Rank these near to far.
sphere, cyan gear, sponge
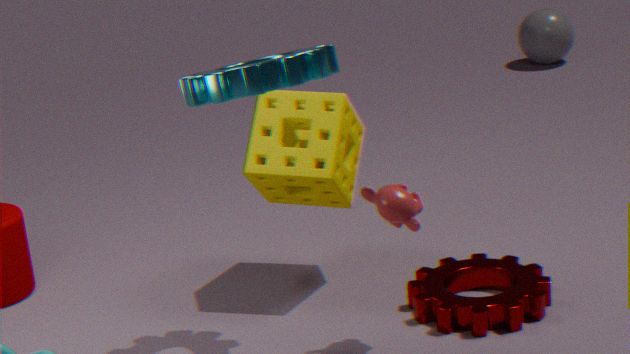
1. cyan gear
2. sponge
3. sphere
